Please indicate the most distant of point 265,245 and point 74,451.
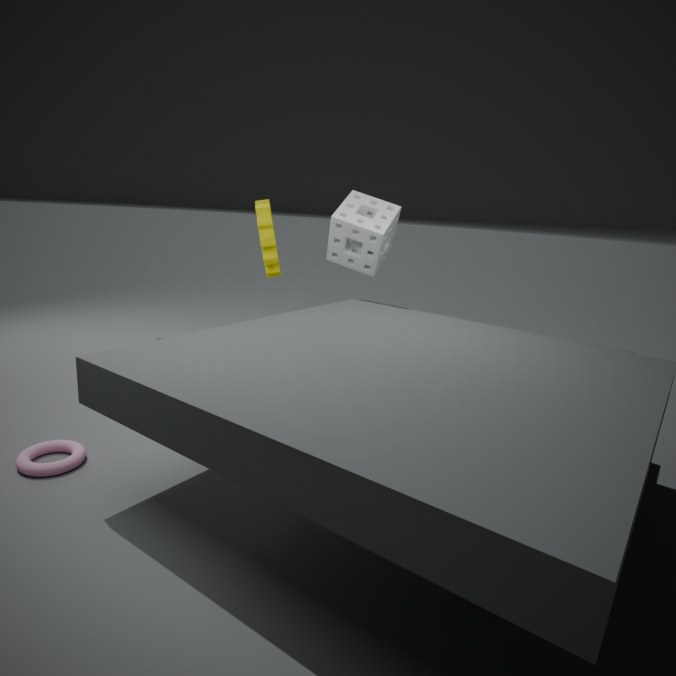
point 265,245
